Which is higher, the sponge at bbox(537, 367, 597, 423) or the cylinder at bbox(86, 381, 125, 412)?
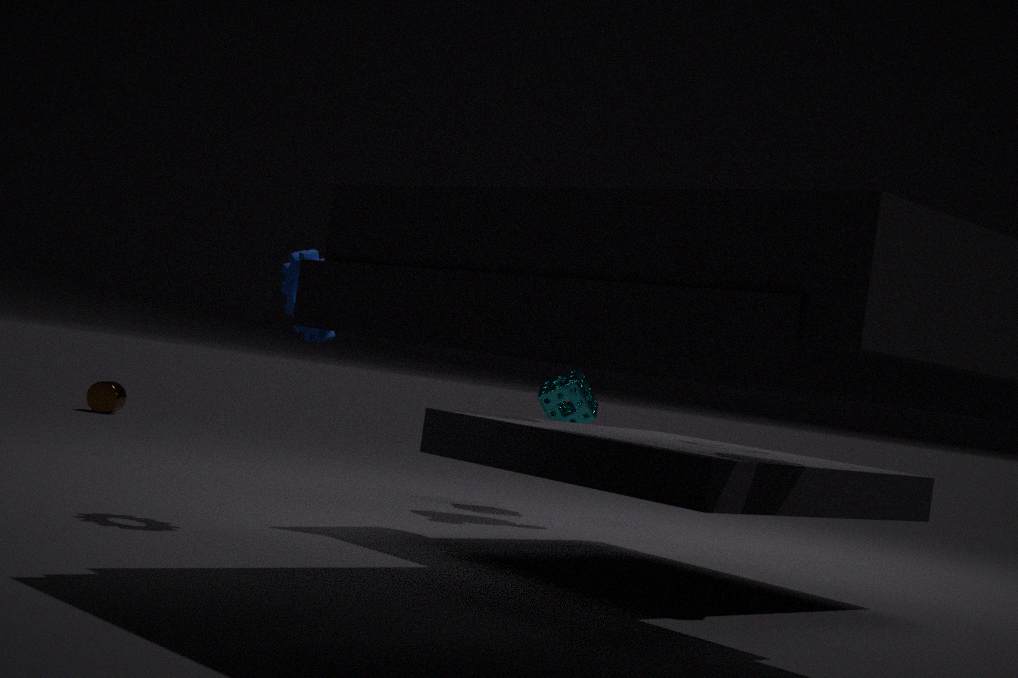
the sponge at bbox(537, 367, 597, 423)
